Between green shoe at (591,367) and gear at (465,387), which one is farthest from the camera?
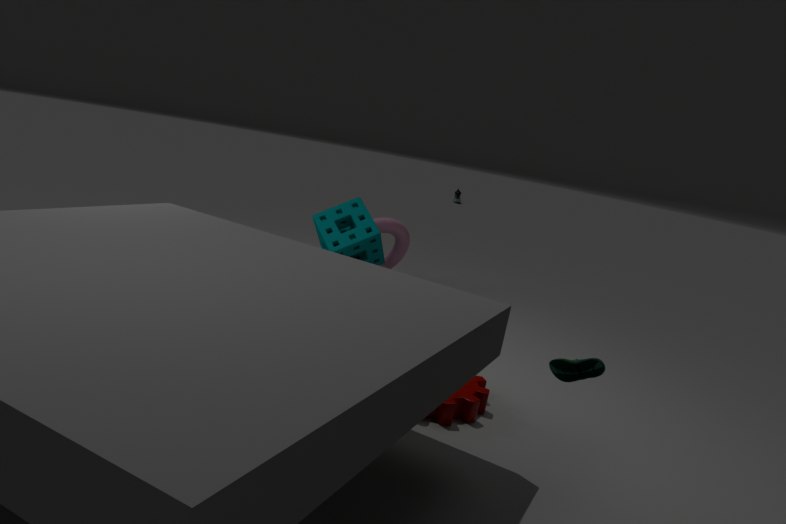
gear at (465,387)
